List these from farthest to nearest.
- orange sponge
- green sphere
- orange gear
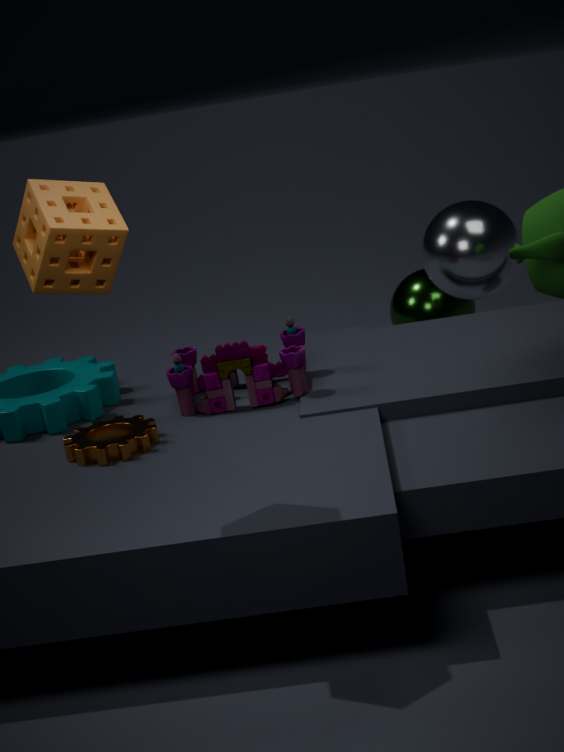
green sphere, orange gear, orange sponge
